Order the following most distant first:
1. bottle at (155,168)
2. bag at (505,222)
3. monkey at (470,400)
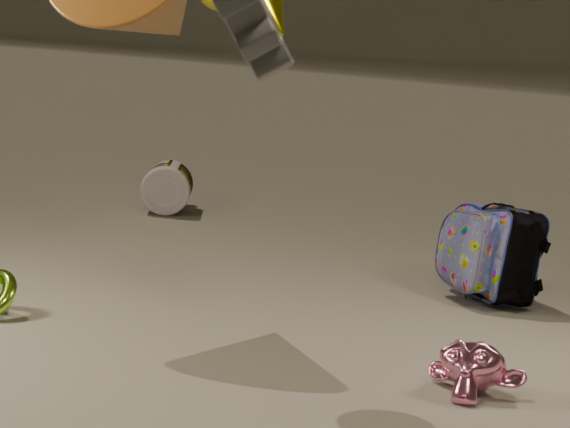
bottle at (155,168)
bag at (505,222)
monkey at (470,400)
